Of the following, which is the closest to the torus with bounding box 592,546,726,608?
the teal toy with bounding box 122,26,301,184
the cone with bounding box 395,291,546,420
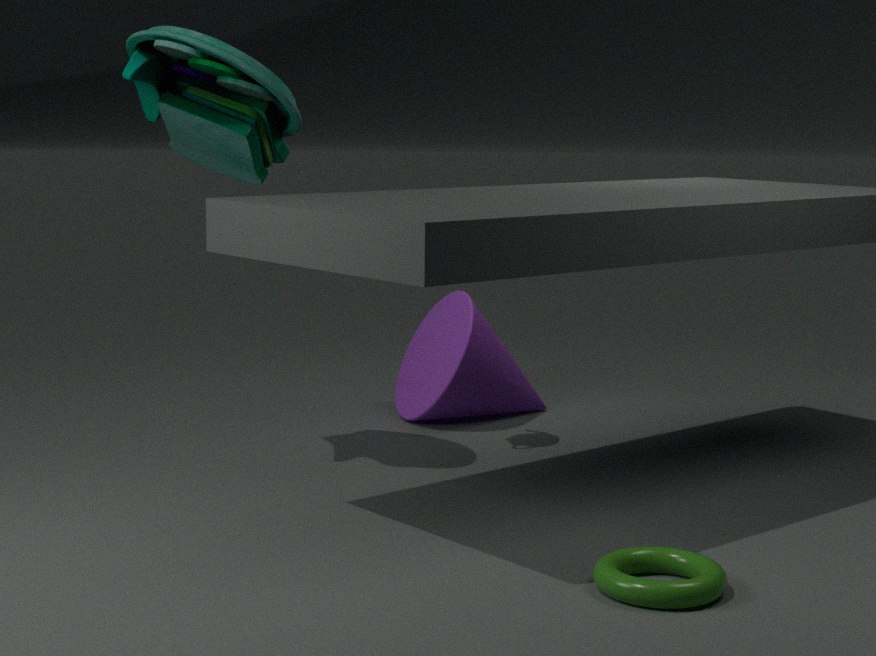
the cone with bounding box 395,291,546,420
